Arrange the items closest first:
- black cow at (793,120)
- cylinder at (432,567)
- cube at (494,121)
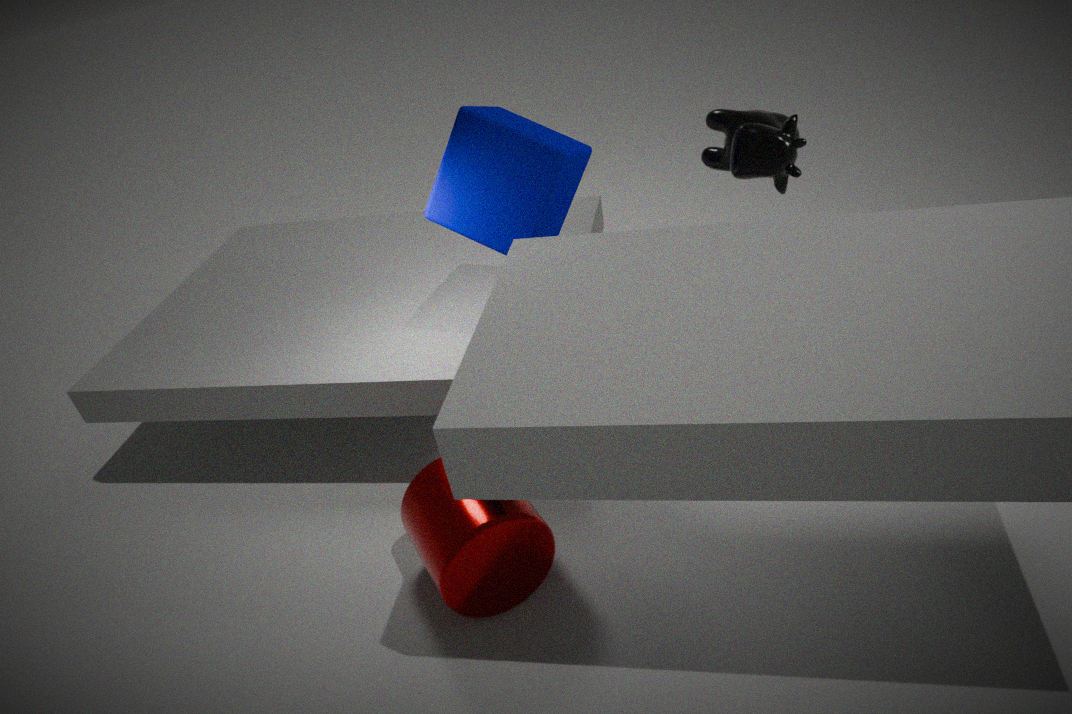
1. cylinder at (432,567)
2. cube at (494,121)
3. black cow at (793,120)
